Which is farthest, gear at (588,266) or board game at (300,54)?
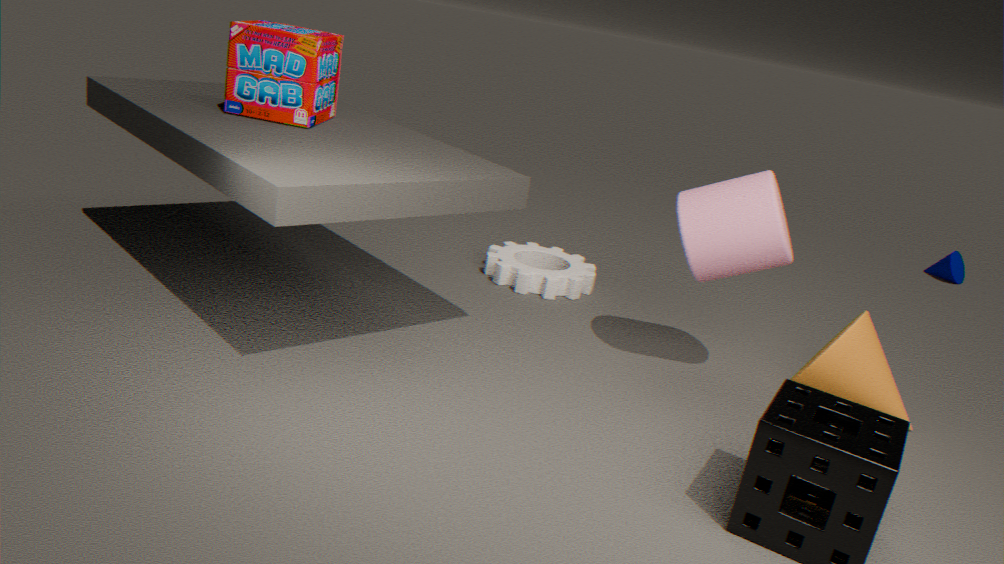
gear at (588,266)
